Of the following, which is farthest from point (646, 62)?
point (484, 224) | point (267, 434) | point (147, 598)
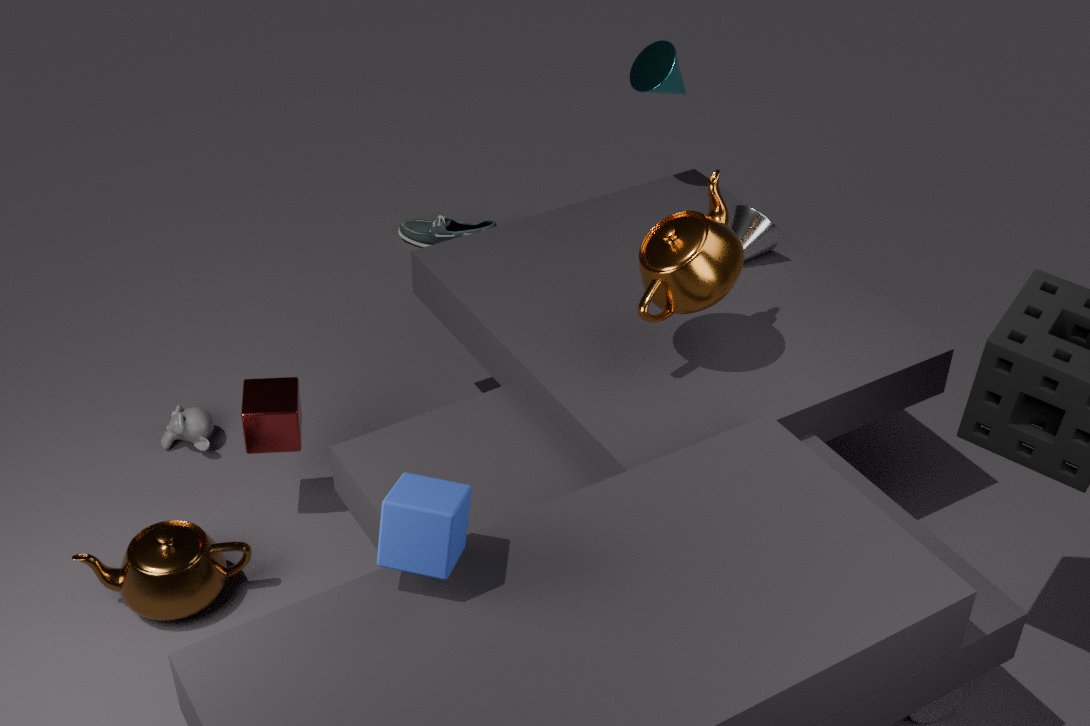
point (147, 598)
